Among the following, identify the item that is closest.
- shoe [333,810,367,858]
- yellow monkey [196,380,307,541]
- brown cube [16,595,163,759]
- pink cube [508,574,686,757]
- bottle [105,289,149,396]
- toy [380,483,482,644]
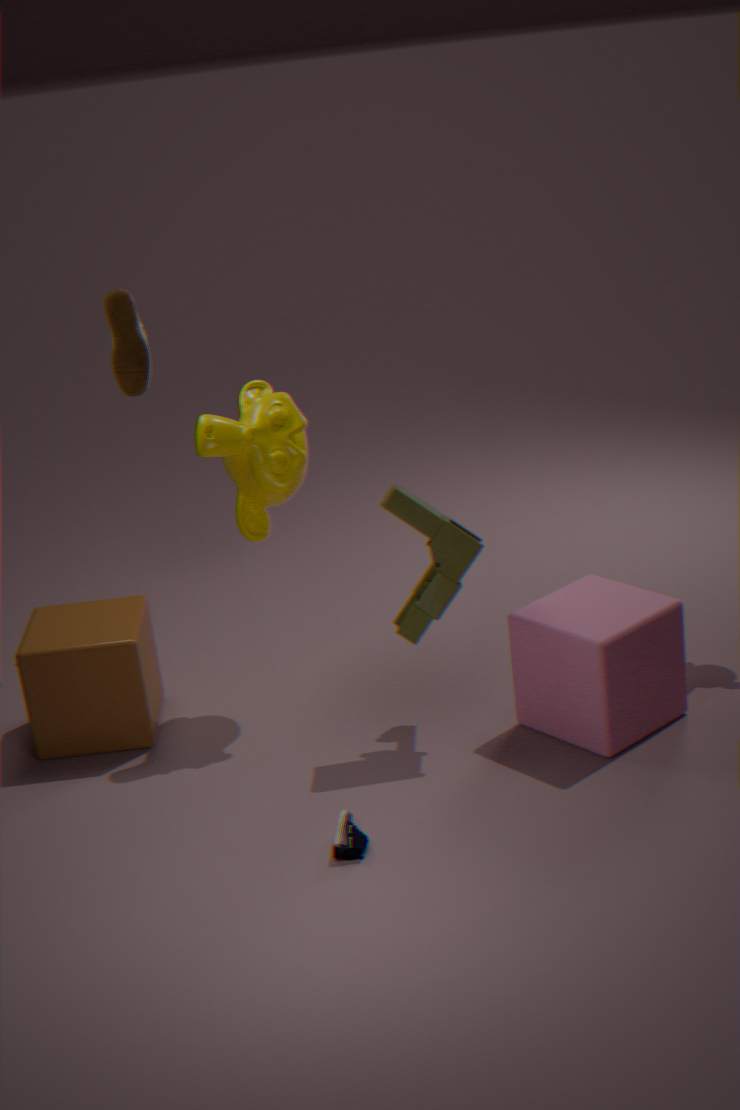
shoe [333,810,367,858]
